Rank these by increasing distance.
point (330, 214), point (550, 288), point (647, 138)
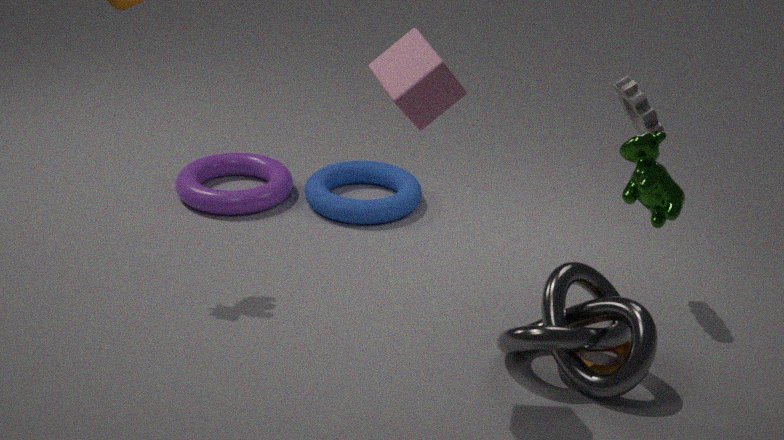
point (647, 138) → point (550, 288) → point (330, 214)
